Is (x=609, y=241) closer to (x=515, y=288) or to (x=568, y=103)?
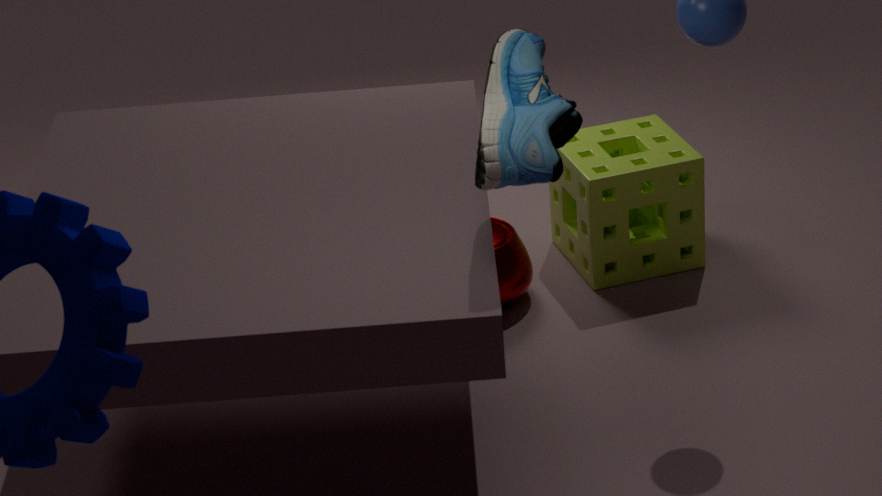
(x=515, y=288)
